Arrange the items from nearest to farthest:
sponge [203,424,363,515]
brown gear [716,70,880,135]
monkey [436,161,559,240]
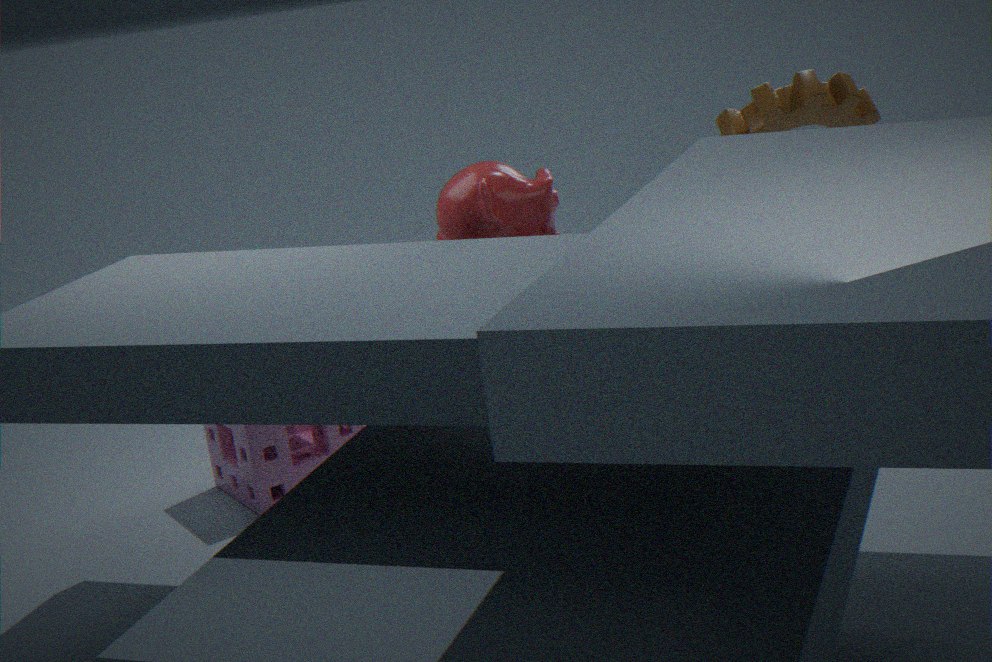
monkey [436,161,559,240]
sponge [203,424,363,515]
brown gear [716,70,880,135]
